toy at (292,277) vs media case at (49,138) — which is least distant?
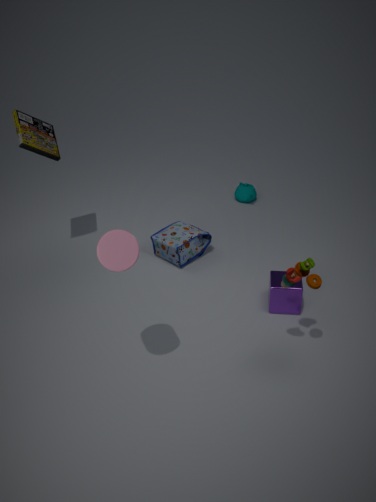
toy at (292,277)
